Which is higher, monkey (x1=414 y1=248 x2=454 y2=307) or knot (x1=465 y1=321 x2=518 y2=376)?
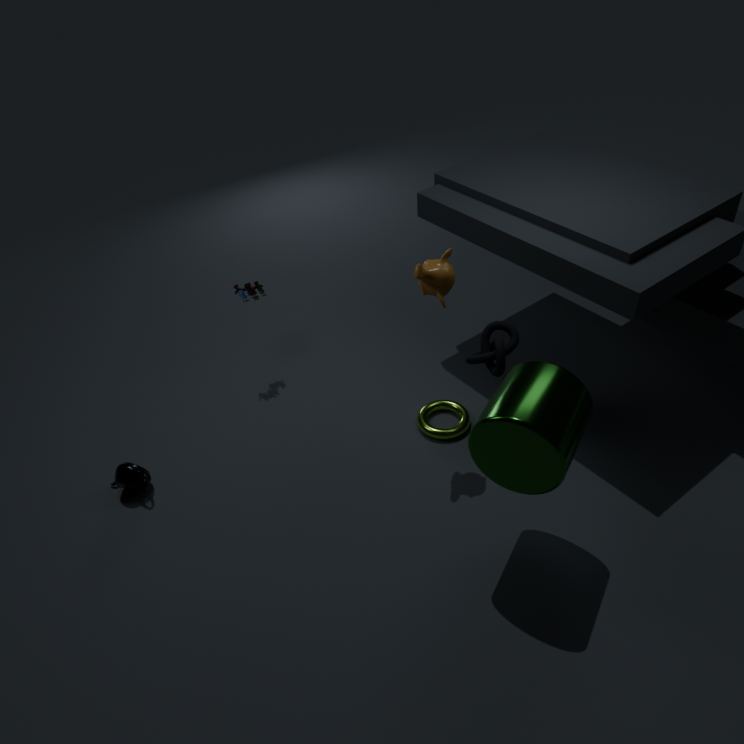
monkey (x1=414 y1=248 x2=454 y2=307)
